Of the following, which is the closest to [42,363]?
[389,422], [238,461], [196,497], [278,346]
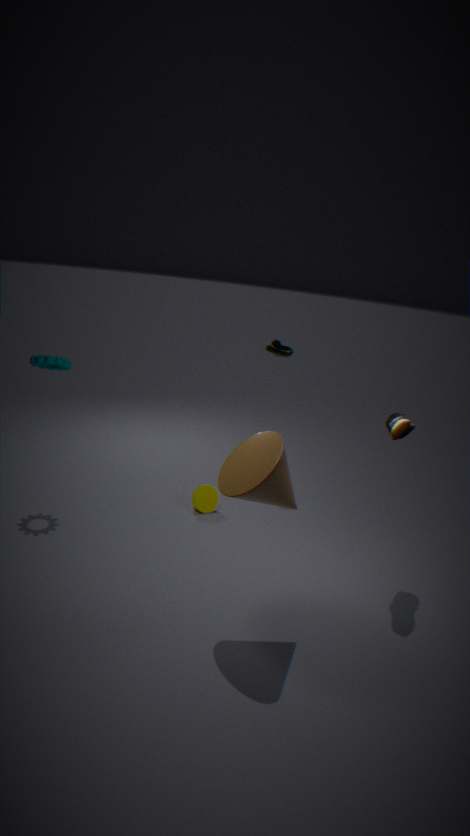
[196,497]
